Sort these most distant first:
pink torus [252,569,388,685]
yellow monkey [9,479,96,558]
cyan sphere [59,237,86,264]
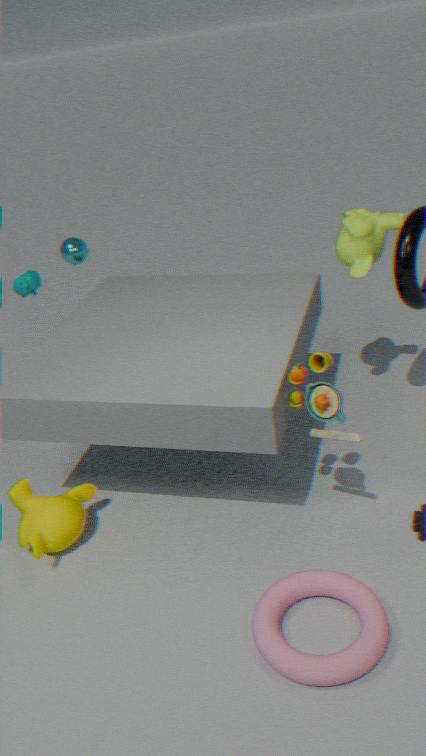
1. cyan sphere [59,237,86,264]
2. yellow monkey [9,479,96,558]
3. pink torus [252,569,388,685]
